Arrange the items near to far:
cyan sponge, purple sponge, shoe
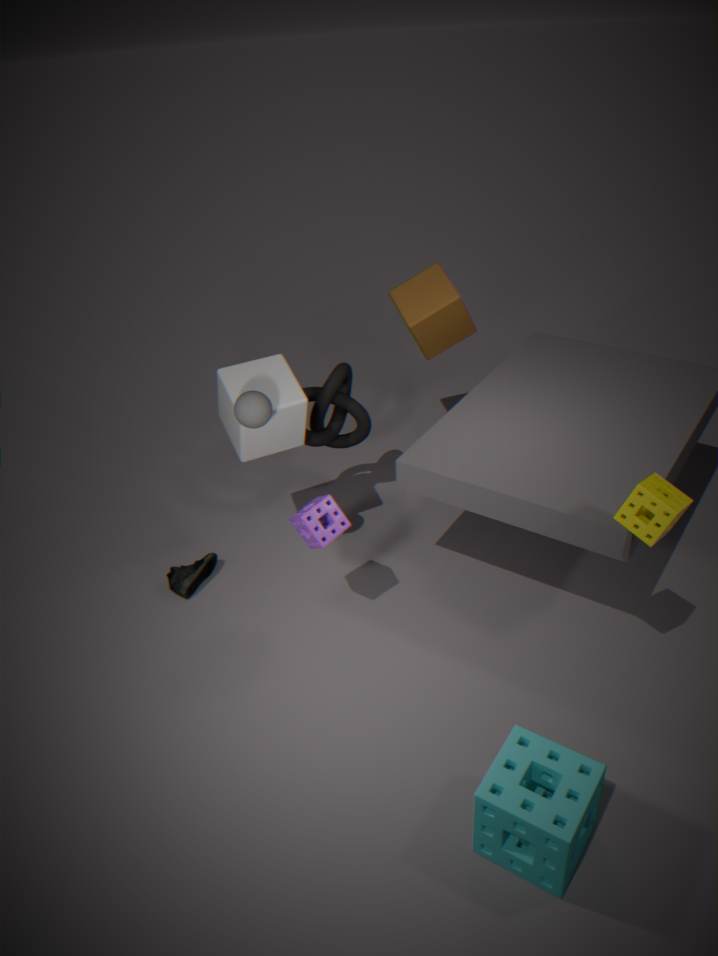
1. cyan sponge
2. purple sponge
3. shoe
